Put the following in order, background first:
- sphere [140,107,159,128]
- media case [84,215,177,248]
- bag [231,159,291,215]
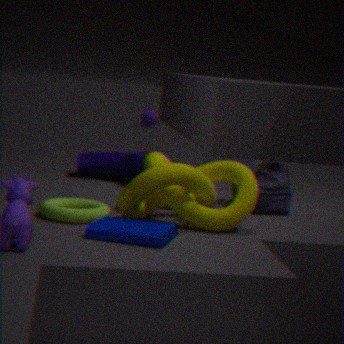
sphere [140,107,159,128] → bag [231,159,291,215] → media case [84,215,177,248]
